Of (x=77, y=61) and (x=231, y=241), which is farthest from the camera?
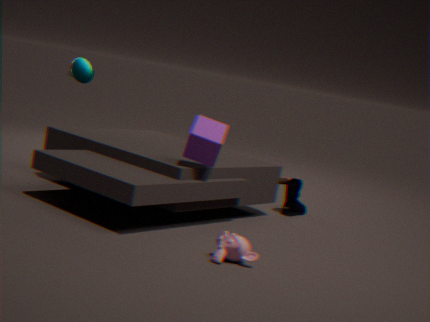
(x=77, y=61)
